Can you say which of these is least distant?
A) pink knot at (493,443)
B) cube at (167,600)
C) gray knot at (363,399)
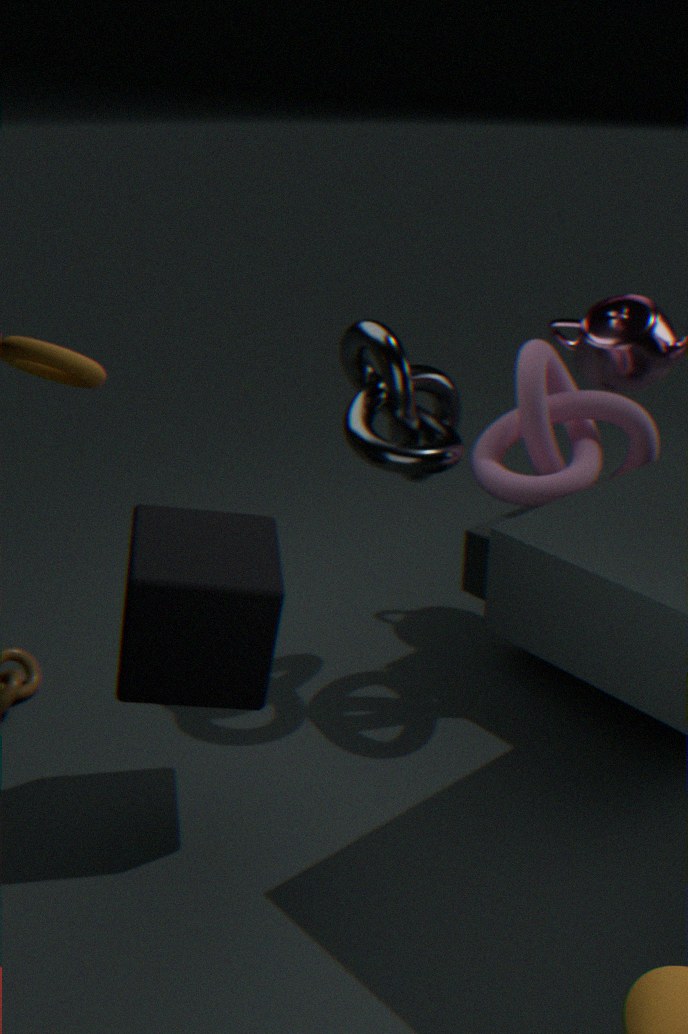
cube at (167,600)
